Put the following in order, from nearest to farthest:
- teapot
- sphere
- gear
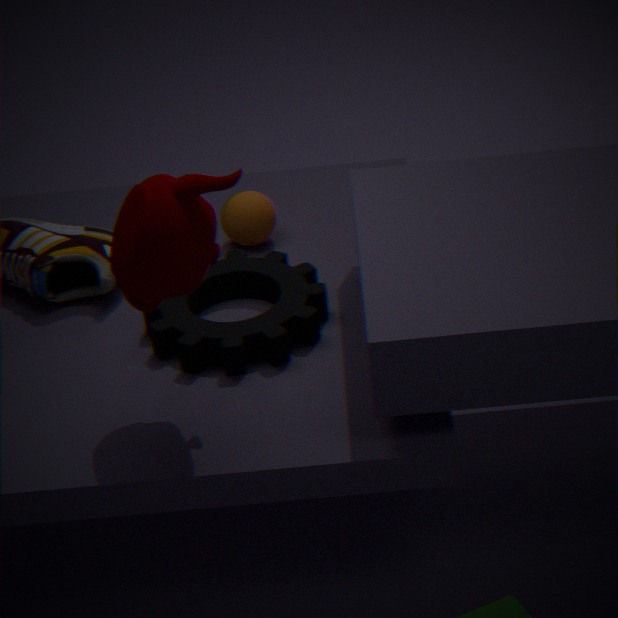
teapot → gear → sphere
